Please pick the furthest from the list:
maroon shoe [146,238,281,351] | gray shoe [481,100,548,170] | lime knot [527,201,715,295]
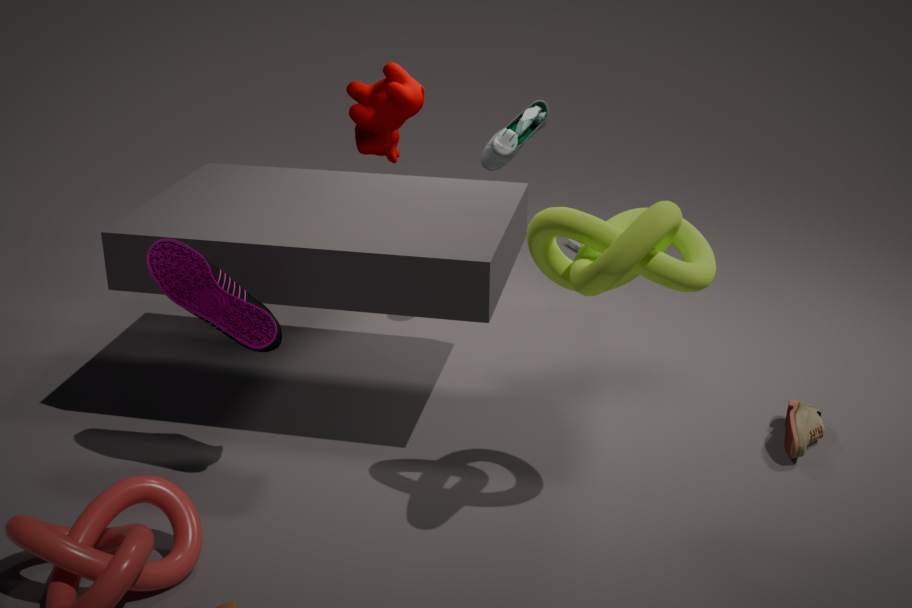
gray shoe [481,100,548,170]
